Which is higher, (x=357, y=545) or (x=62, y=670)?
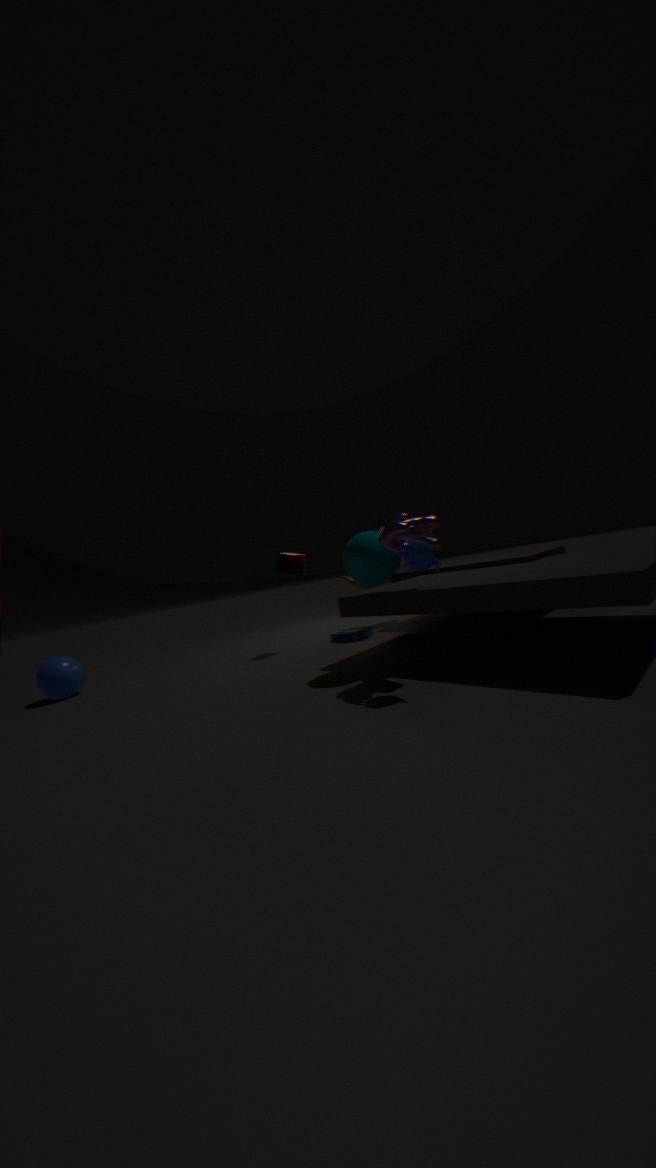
(x=357, y=545)
